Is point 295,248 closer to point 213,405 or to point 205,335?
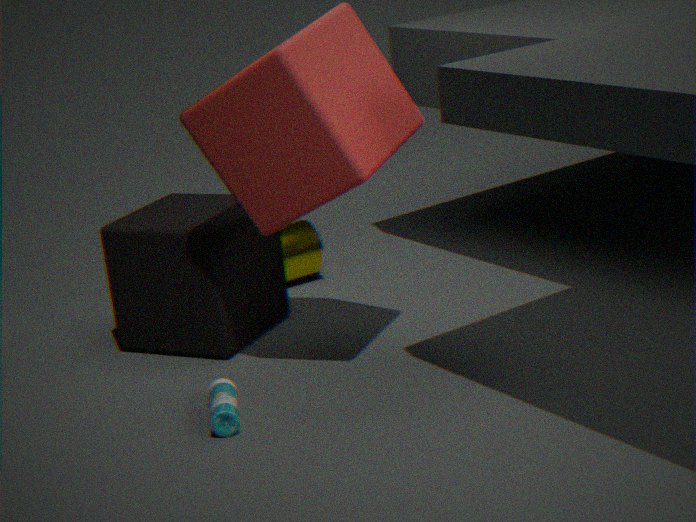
point 205,335
